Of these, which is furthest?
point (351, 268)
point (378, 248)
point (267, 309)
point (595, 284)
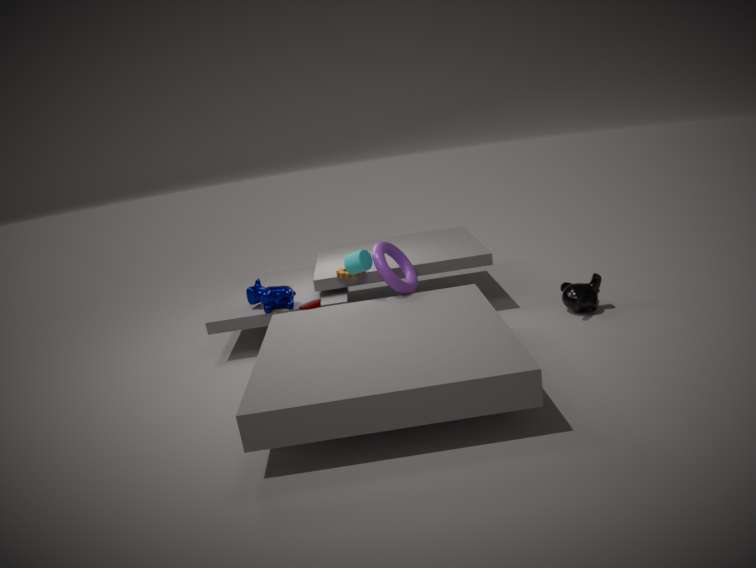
point (267, 309)
